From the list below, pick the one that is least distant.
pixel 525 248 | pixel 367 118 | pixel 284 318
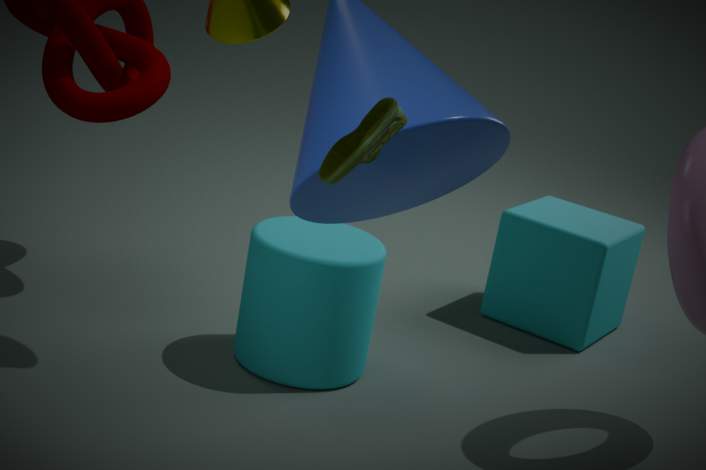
pixel 367 118
